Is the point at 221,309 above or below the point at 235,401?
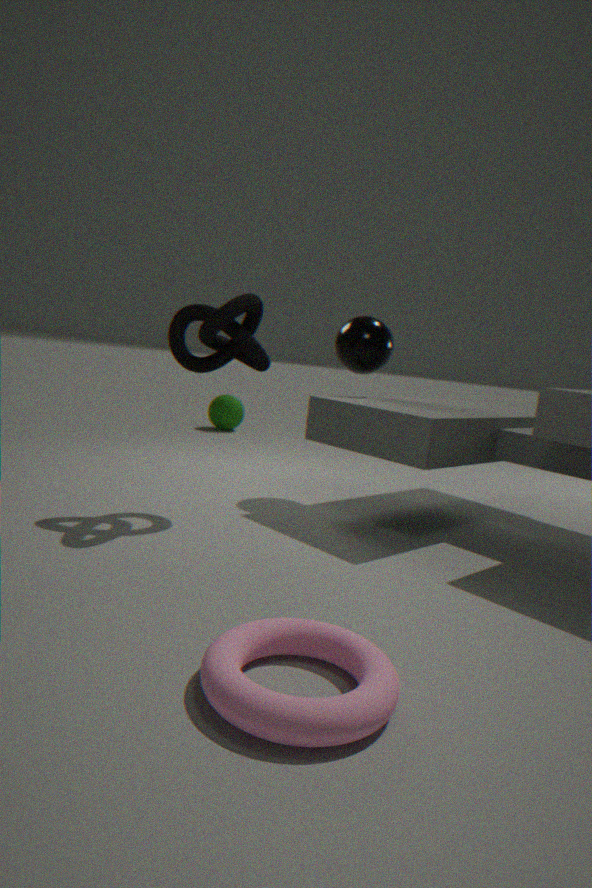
above
